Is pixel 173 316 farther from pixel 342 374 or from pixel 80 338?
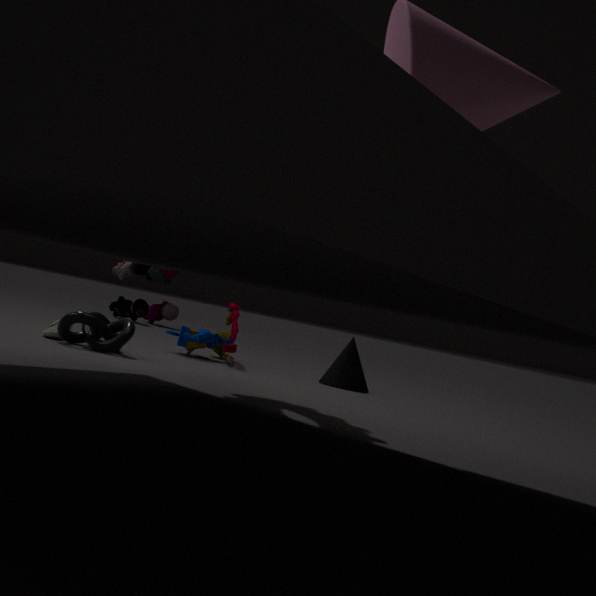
pixel 80 338
